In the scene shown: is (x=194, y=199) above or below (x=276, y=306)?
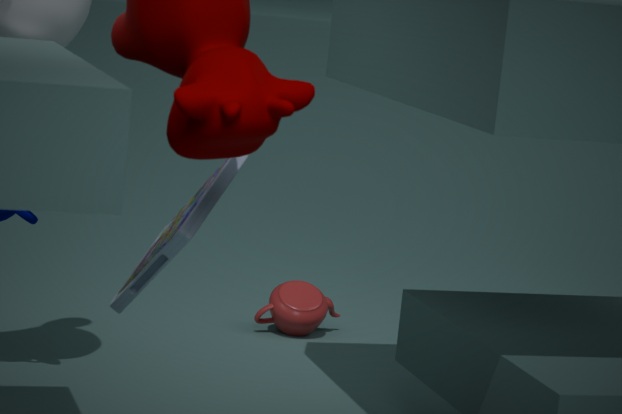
above
